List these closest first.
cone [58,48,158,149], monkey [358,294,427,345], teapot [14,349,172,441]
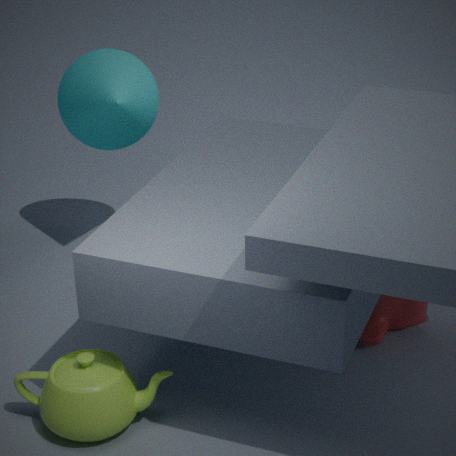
teapot [14,349,172,441], monkey [358,294,427,345], cone [58,48,158,149]
